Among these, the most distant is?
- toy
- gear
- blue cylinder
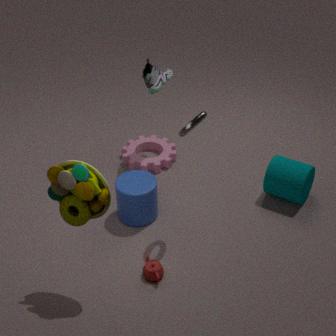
gear
